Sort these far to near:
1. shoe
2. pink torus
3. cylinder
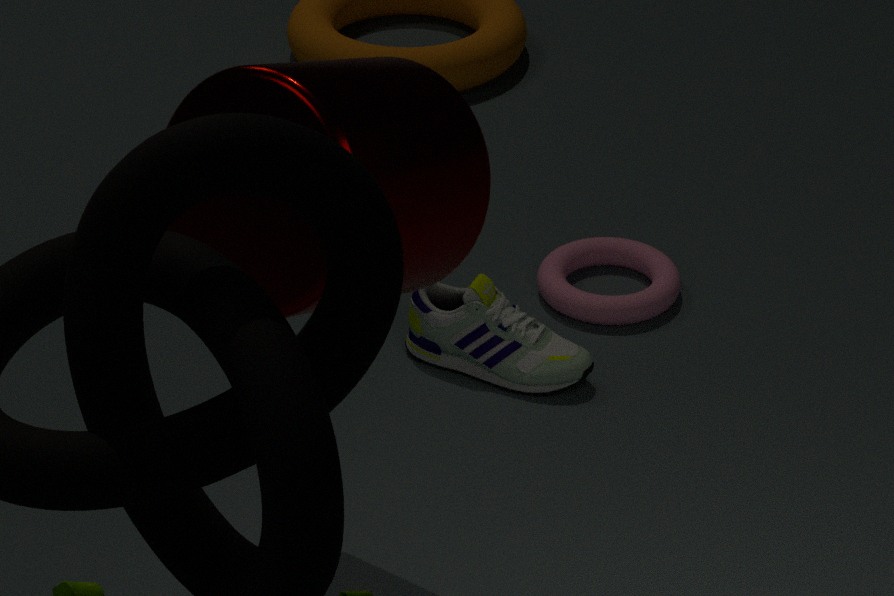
pink torus
shoe
cylinder
